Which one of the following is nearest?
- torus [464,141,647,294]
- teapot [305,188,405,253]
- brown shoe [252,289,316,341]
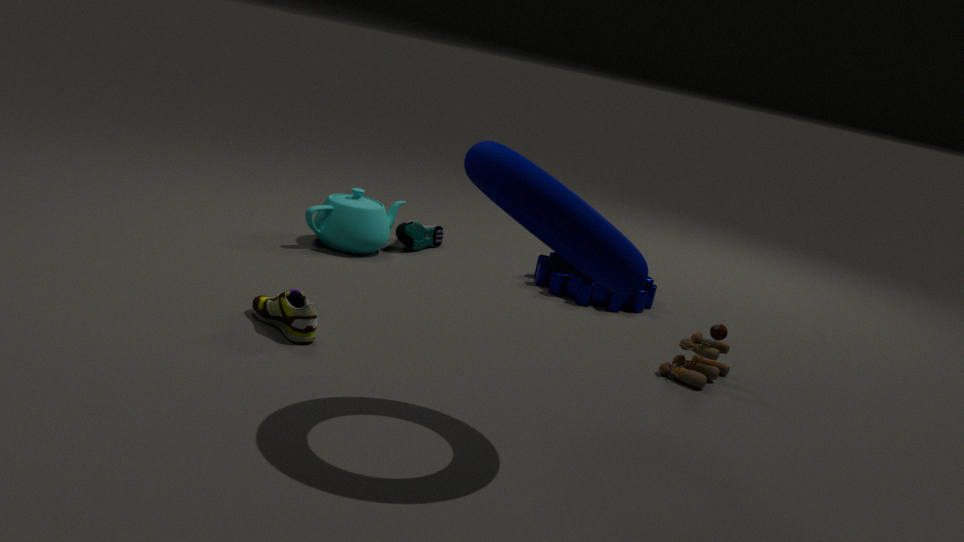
torus [464,141,647,294]
